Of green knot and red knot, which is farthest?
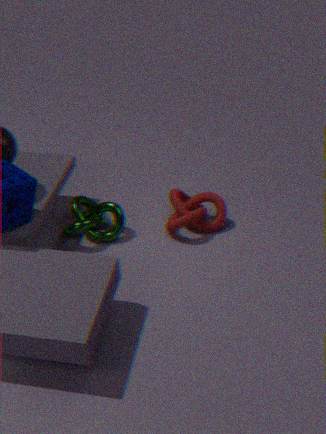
red knot
